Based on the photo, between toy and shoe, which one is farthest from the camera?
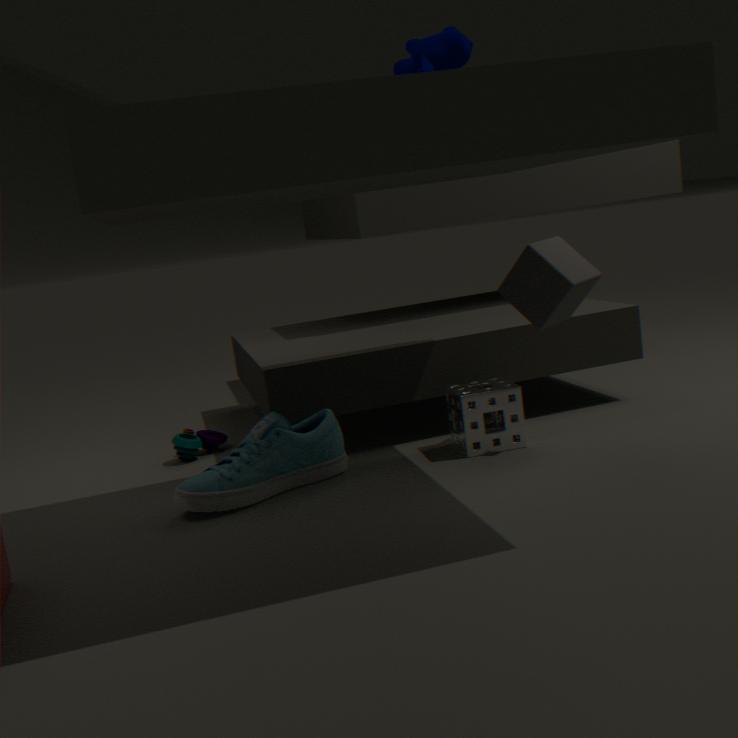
toy
